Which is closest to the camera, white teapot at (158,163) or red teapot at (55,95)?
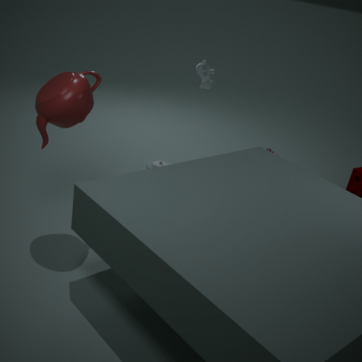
red teapot at (55,95)
